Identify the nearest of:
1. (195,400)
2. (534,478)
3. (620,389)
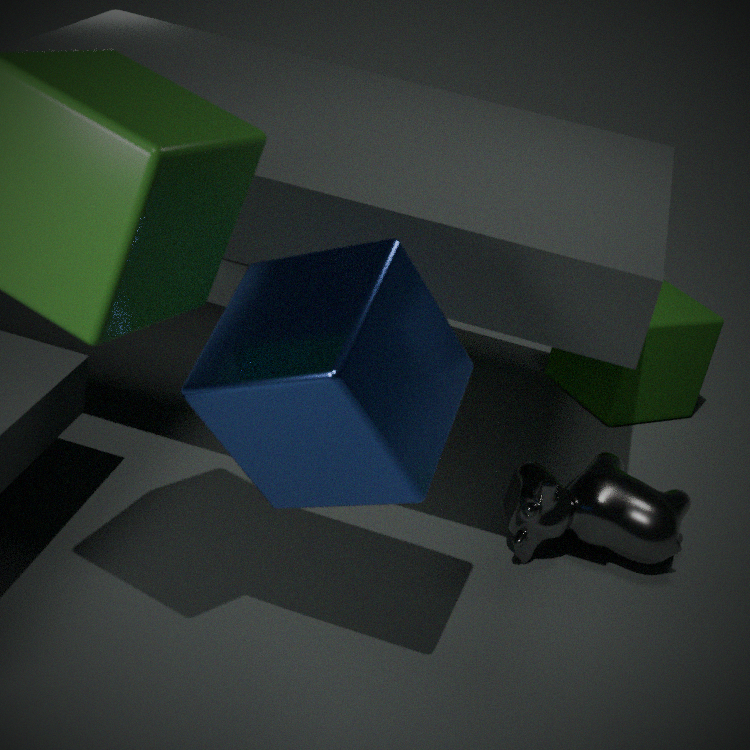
(195,400)
